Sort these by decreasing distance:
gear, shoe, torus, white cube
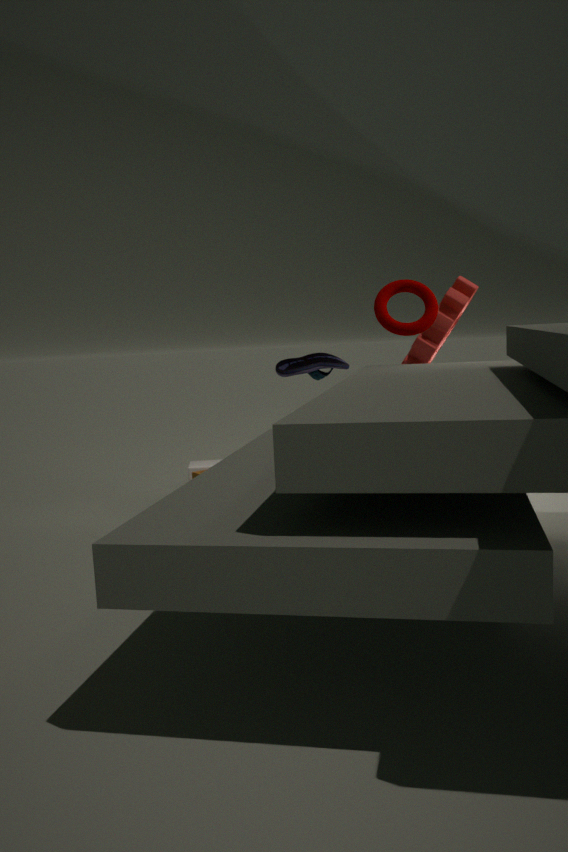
shoe < white cube < gear < torus
